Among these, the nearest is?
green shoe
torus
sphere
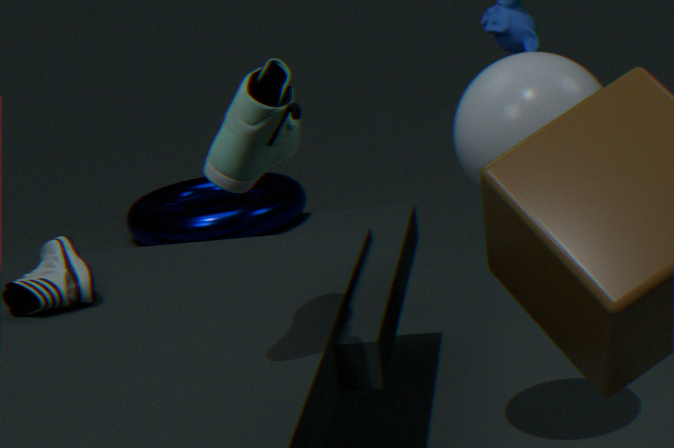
green shoe
